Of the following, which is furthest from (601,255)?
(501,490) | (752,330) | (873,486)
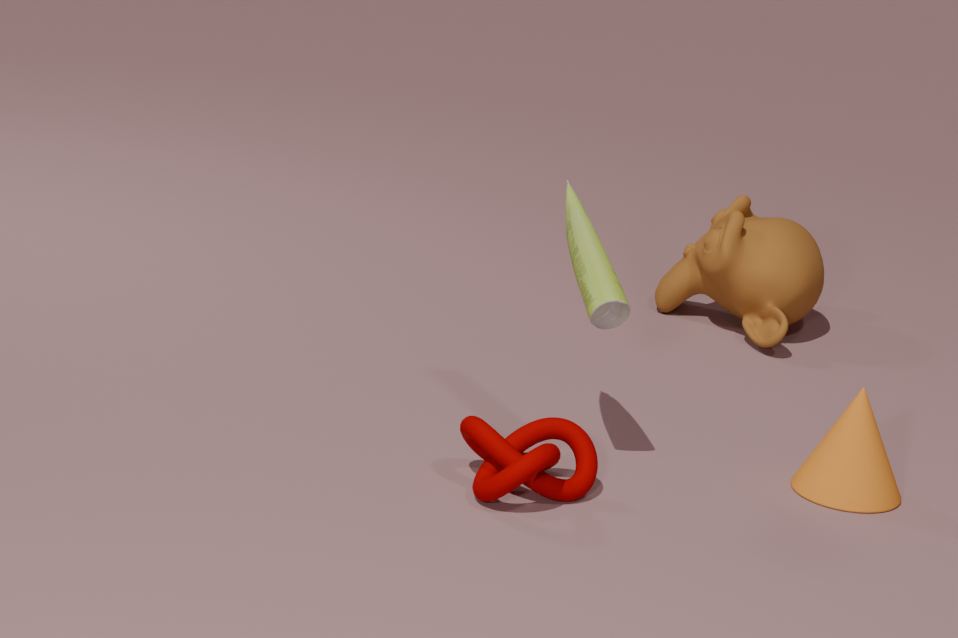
(752,330)
